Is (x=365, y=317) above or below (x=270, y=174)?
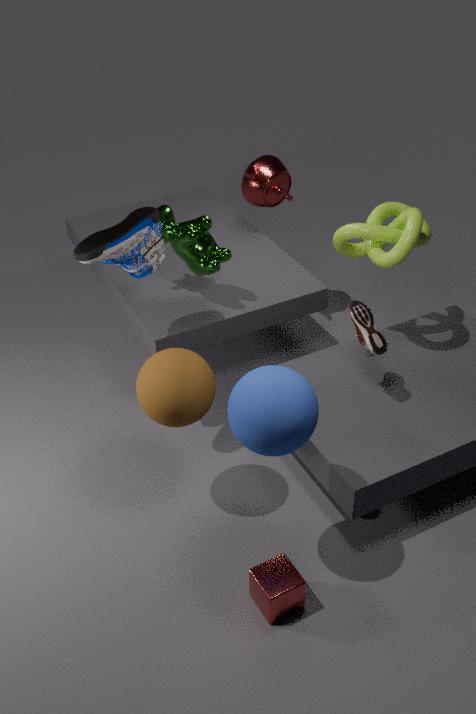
below
